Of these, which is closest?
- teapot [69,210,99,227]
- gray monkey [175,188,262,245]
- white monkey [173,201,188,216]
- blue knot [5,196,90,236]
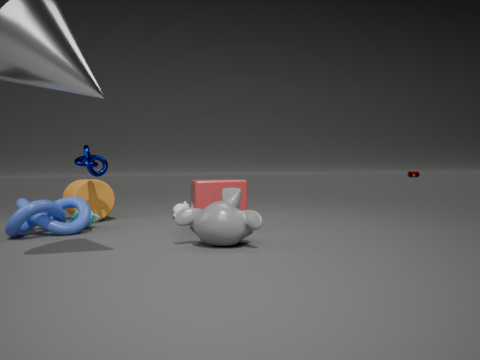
gray monkey [175,188,262,245]
